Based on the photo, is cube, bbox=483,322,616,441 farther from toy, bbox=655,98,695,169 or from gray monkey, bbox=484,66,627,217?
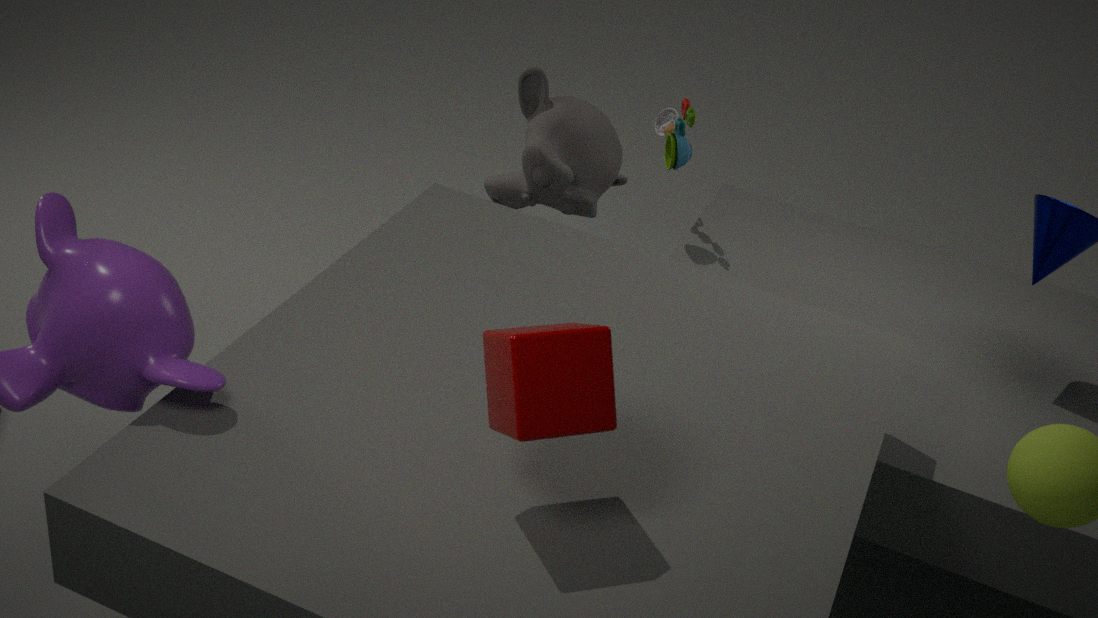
toy, bbox=655,98,695,169
